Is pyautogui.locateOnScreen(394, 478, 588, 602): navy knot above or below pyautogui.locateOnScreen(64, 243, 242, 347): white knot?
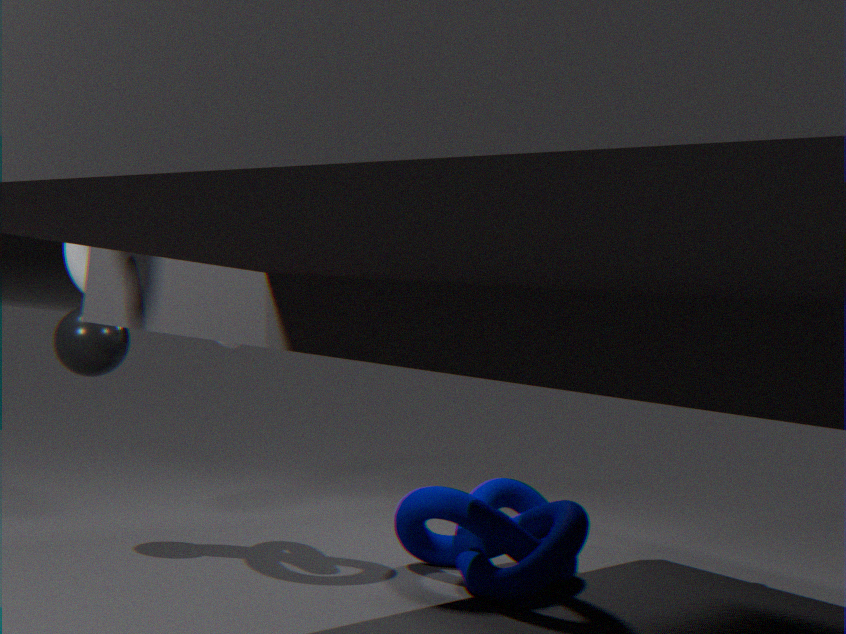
below
